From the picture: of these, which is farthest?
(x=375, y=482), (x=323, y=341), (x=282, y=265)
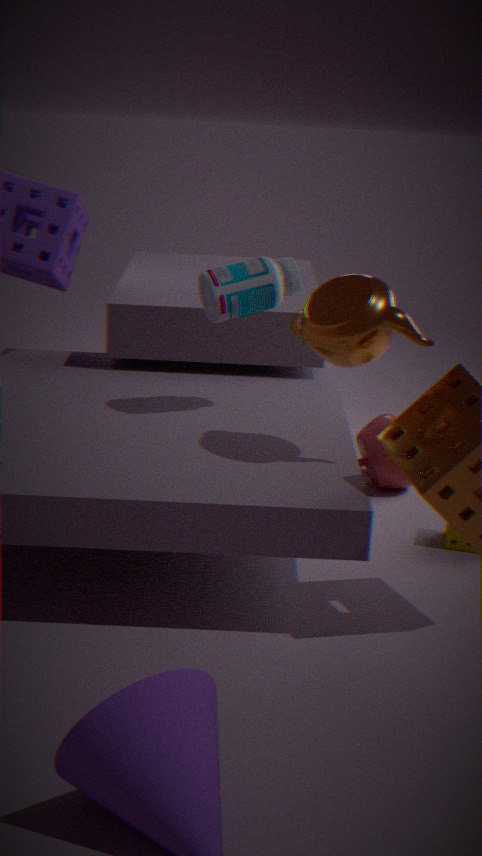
(x=375, y=482)
